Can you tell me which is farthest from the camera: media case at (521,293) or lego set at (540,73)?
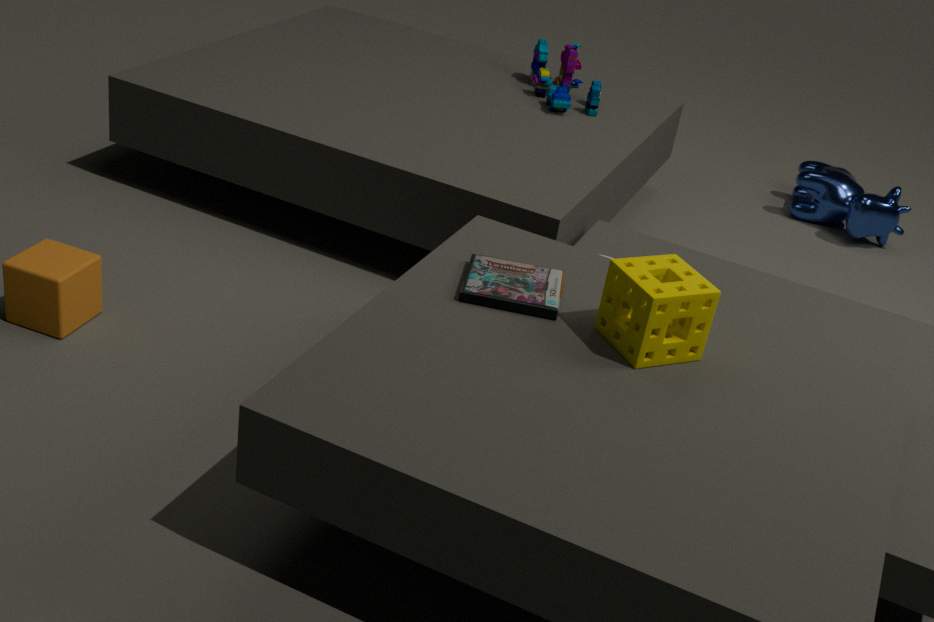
lego set at (540,73)
